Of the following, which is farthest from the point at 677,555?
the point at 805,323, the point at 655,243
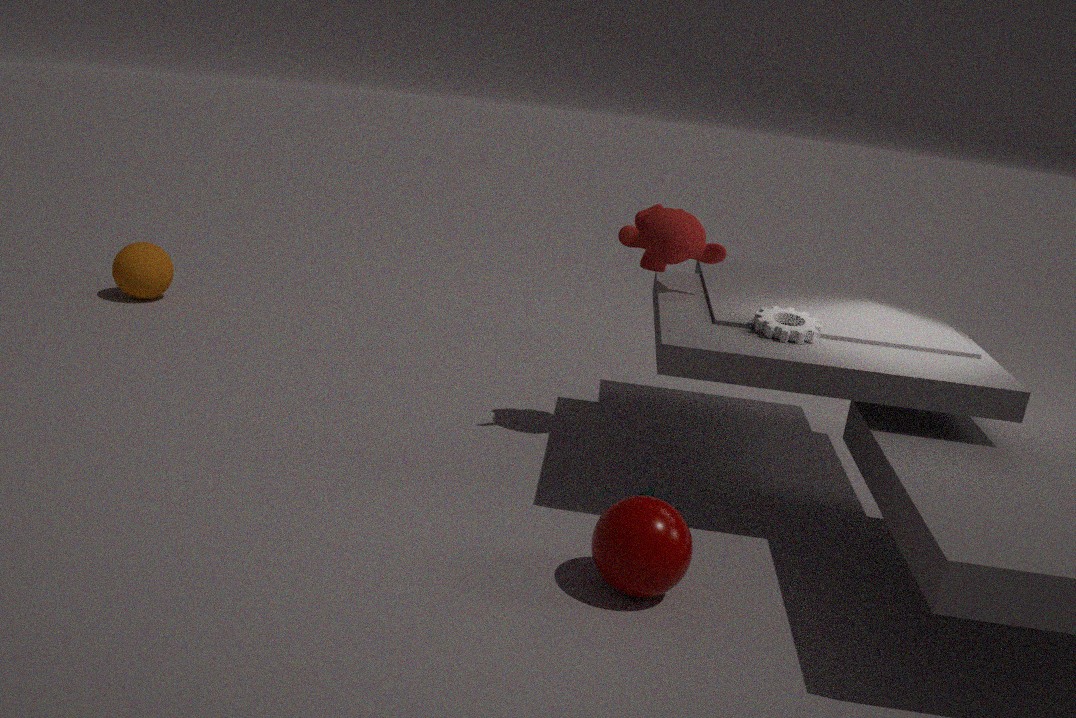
the point at 655,243
